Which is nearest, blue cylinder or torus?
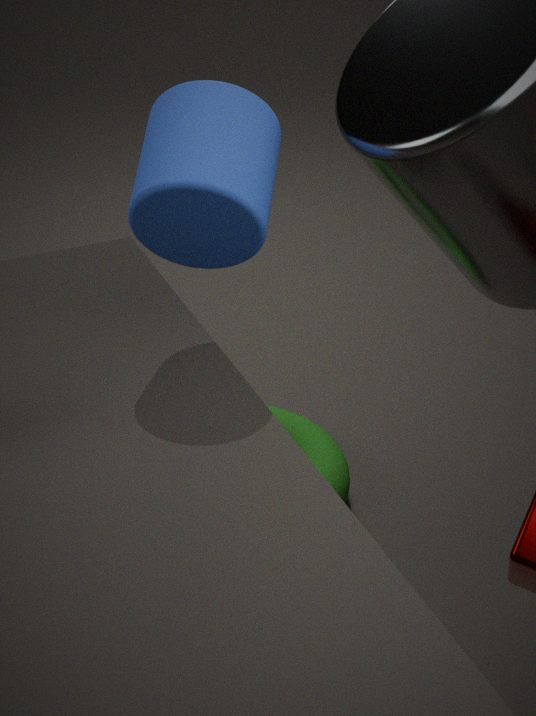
blue cylinder
